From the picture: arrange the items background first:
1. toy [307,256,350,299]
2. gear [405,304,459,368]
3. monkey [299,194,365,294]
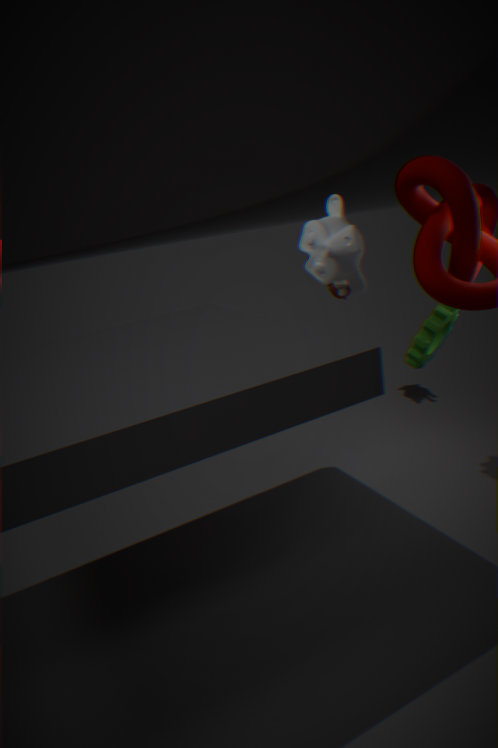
toy [307,256,350,299] < gear [405,304,459,368] < monkey [299,194,365,294]
